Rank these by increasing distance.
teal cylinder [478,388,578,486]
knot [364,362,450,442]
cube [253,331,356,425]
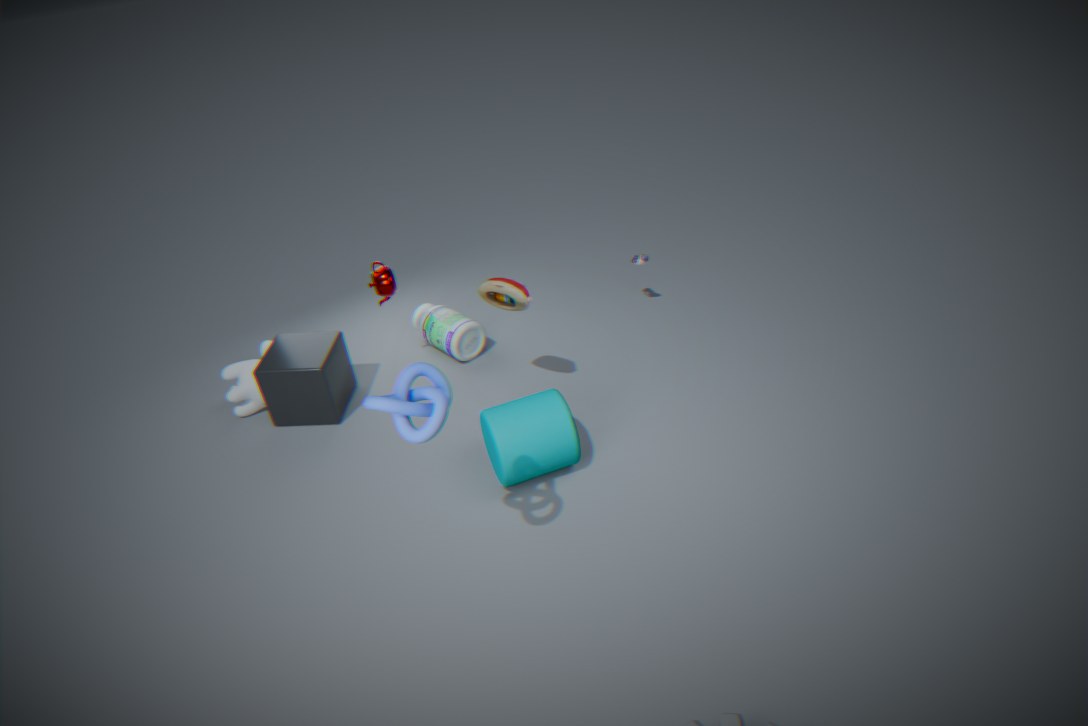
knot [364,362,450,442], teal cylinder [478,388,578,486], cube [253,331,356,425]
